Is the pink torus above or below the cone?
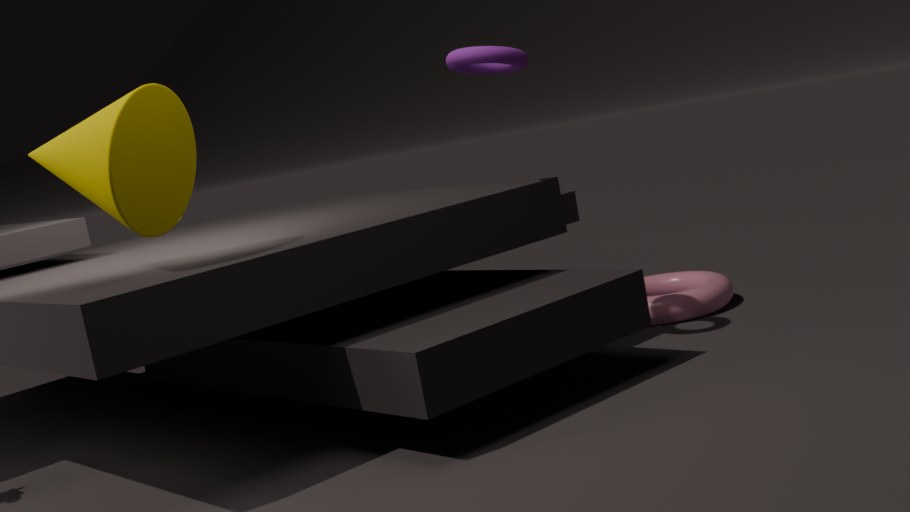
below
